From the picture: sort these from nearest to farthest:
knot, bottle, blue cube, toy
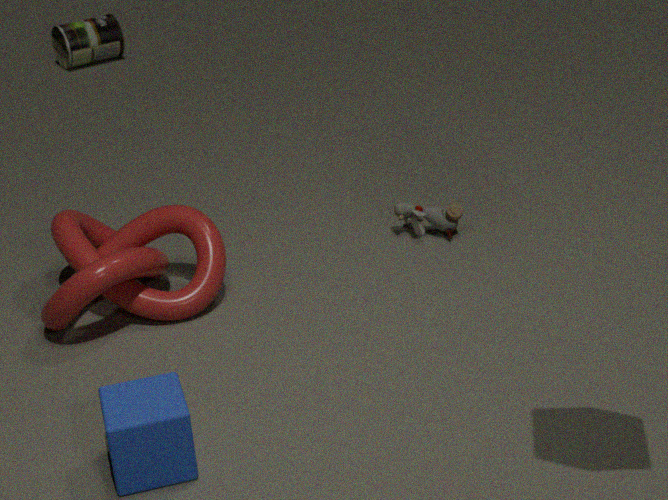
1. blue cube
2. knot
3. toy
4. bottle
